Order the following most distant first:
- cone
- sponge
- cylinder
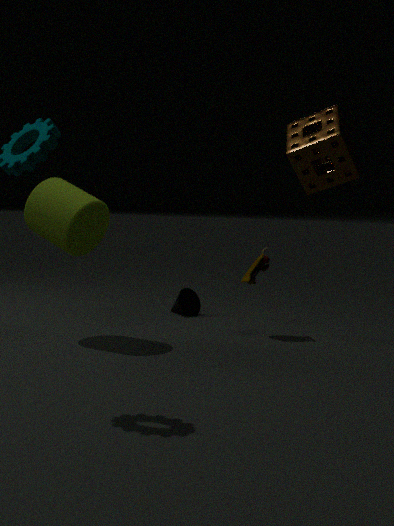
cone, cylinder, sponge
